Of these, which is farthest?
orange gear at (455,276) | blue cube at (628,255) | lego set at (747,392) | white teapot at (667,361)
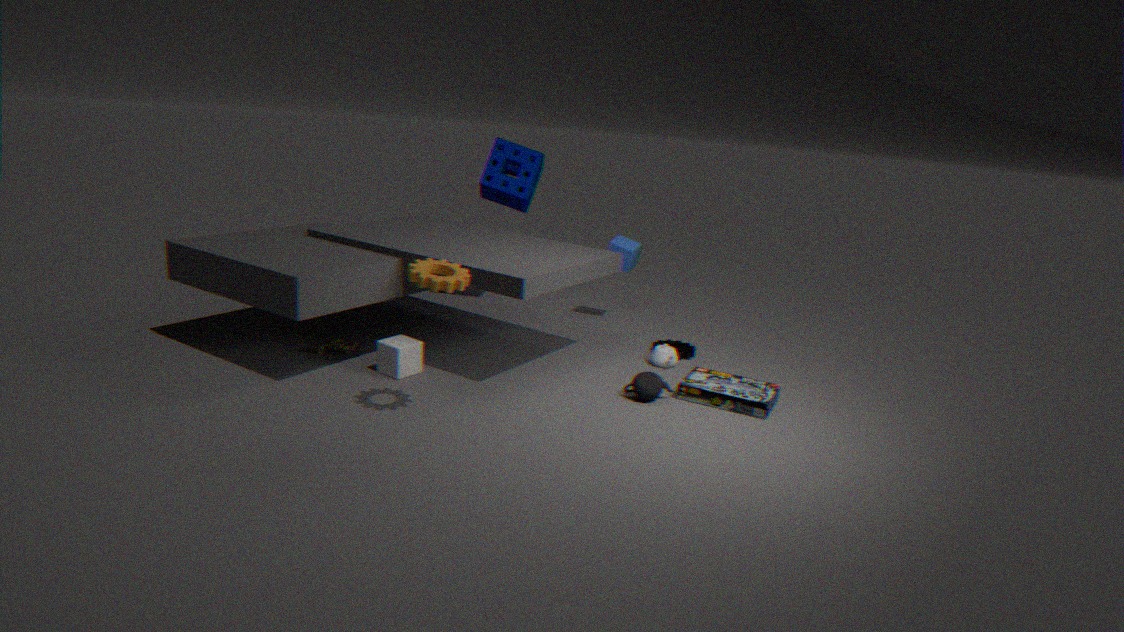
blue cube at (628,255)
